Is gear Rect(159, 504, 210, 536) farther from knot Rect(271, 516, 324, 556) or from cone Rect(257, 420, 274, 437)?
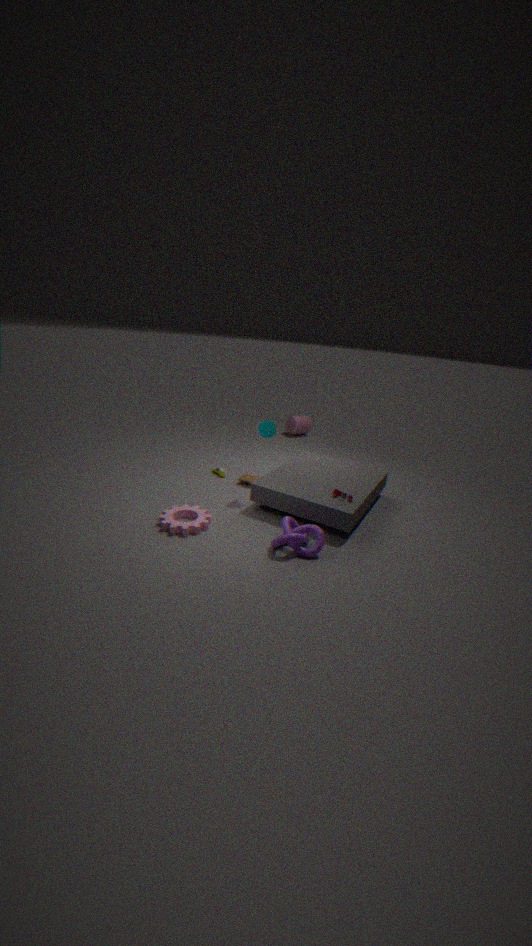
cone Rect(257, 420, 274, 437)
